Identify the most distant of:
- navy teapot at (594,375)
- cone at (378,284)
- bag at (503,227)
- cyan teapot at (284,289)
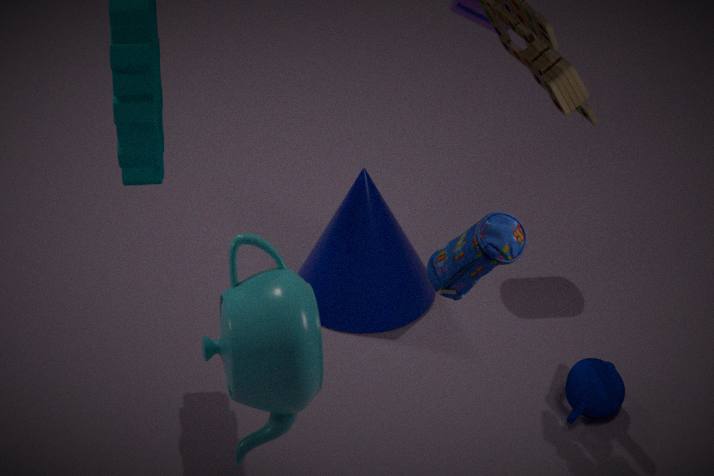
cone at (378,284)
